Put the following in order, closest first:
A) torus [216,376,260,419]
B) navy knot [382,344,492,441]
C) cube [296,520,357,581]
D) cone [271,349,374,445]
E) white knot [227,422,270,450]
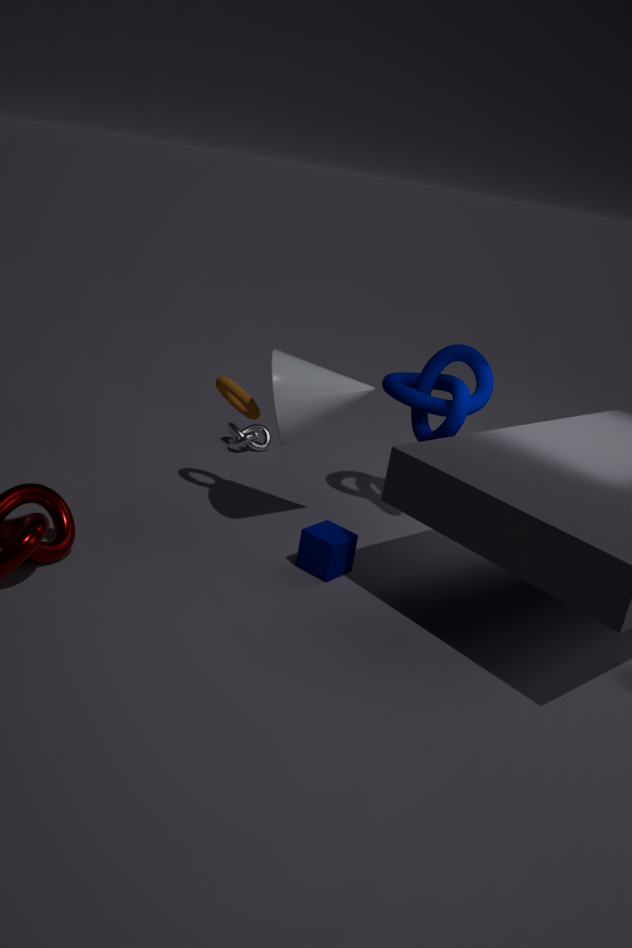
1. cube [296,520,357,581]
2. cone [271,349,374,445]
3. torus [216,376,260,419]
4. navy knot [382,344,492,441]
5. white knot [227,422,270,450]
